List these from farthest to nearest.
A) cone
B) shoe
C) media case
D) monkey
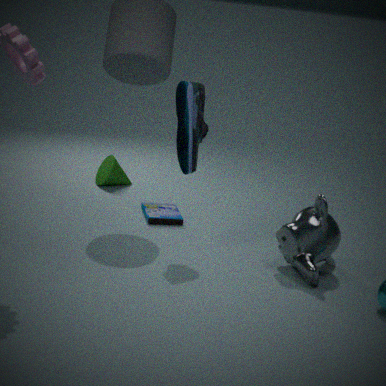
cone, media case, shoe, monkey
